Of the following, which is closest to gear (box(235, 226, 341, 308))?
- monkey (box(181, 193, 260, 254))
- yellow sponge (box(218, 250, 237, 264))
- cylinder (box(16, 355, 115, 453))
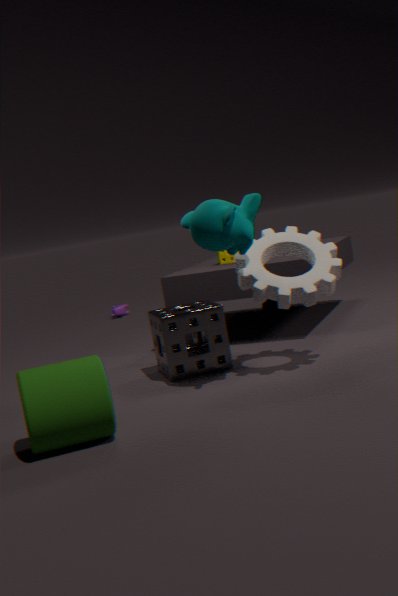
monkey (box(181, 193, 260, 254))
